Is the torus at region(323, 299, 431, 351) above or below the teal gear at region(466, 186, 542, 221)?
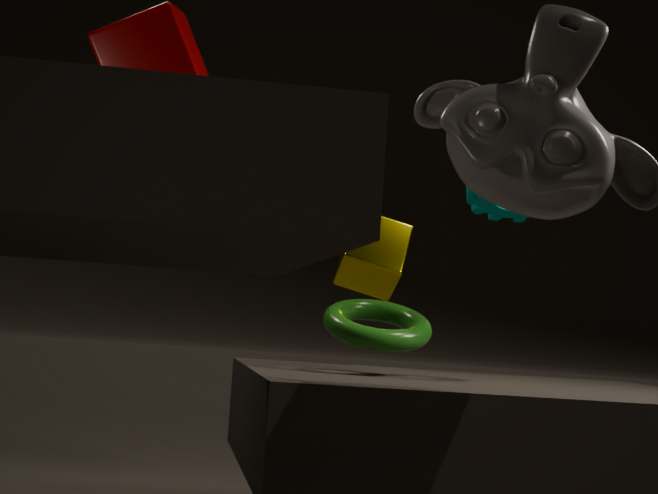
below
